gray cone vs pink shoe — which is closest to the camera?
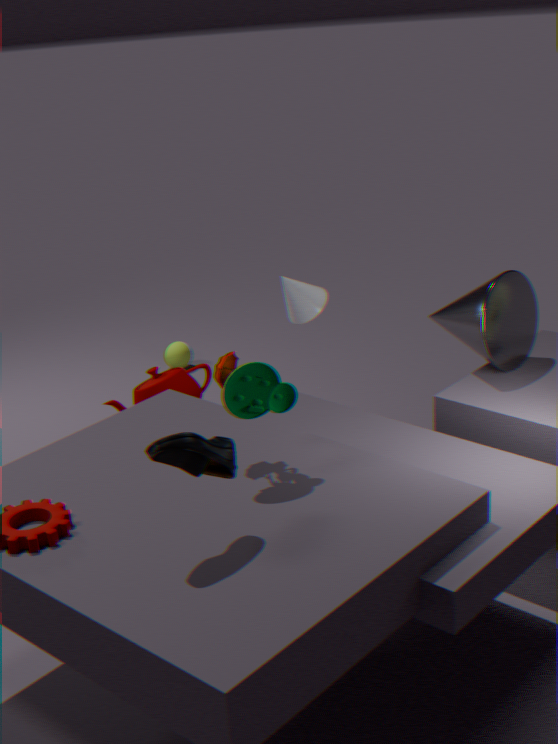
pink shoe
